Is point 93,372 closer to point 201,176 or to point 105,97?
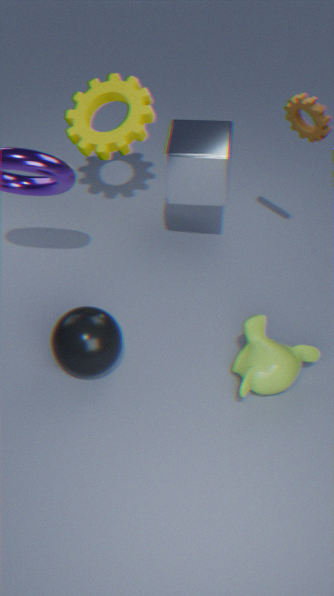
point 201,176
